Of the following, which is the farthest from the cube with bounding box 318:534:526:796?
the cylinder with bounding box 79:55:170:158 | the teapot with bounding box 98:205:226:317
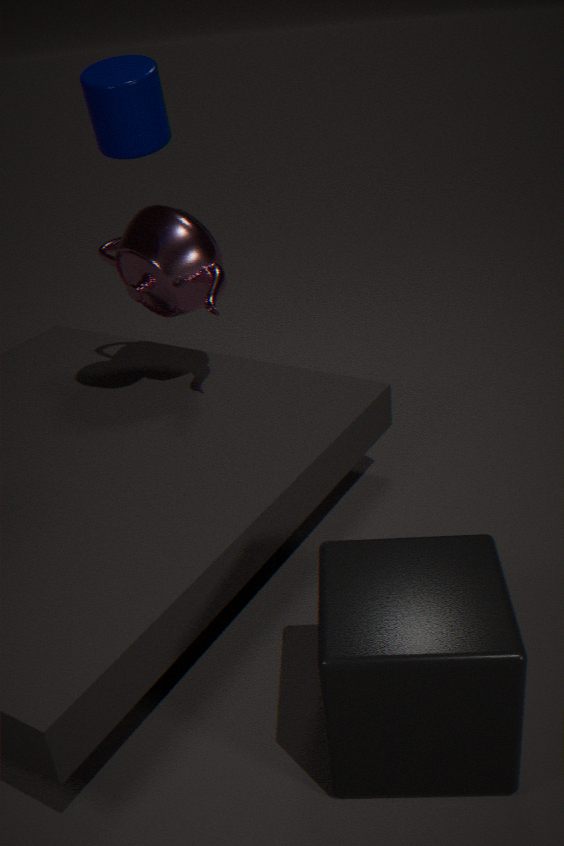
the cylinder with bounding box 79:55:170:158
